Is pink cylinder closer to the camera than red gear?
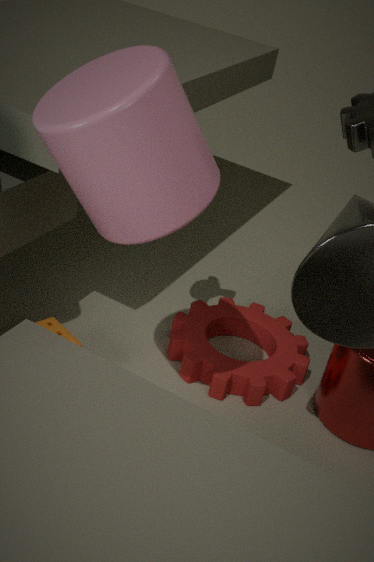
Yes
